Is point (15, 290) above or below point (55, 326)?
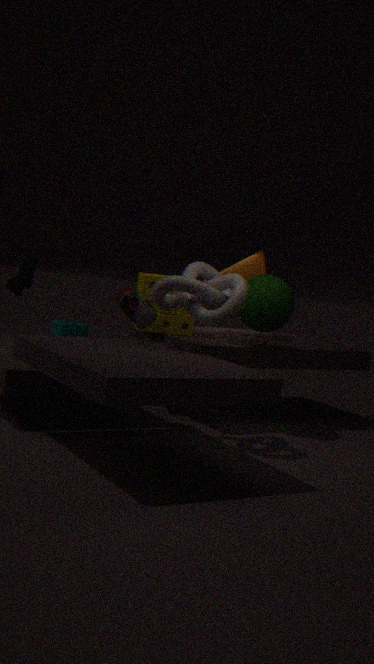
above
